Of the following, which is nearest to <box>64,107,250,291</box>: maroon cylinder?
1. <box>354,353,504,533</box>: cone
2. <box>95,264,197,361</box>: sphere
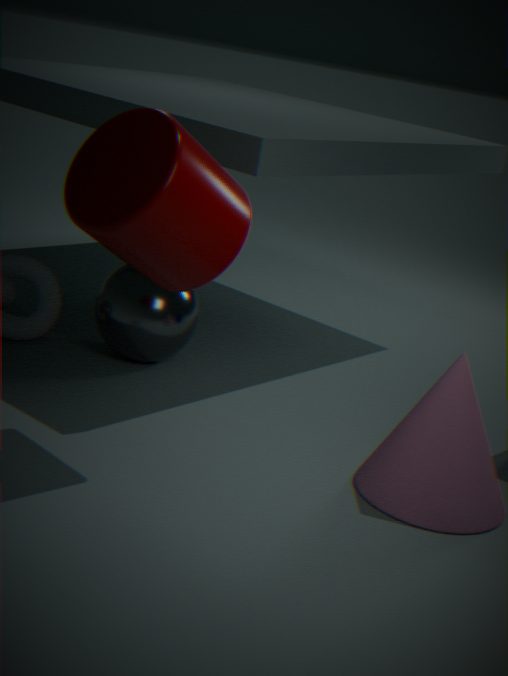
<box>95,264,197,361</box>: sphere
